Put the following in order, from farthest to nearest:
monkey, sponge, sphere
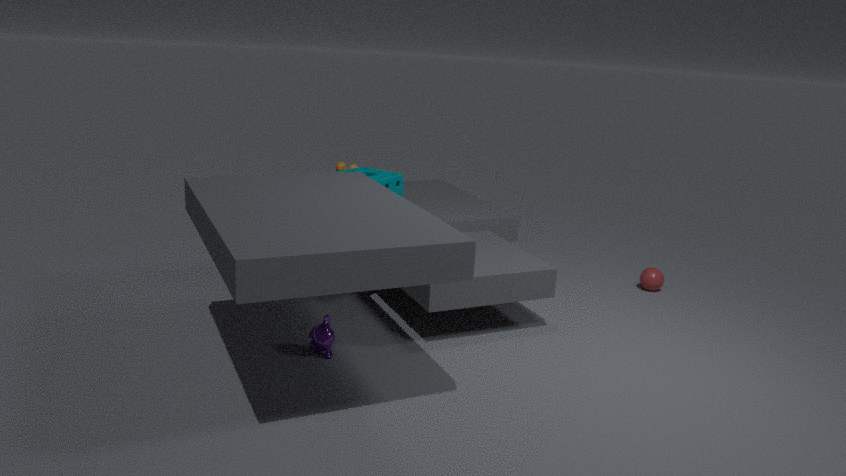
sphere
sponge
monkey
